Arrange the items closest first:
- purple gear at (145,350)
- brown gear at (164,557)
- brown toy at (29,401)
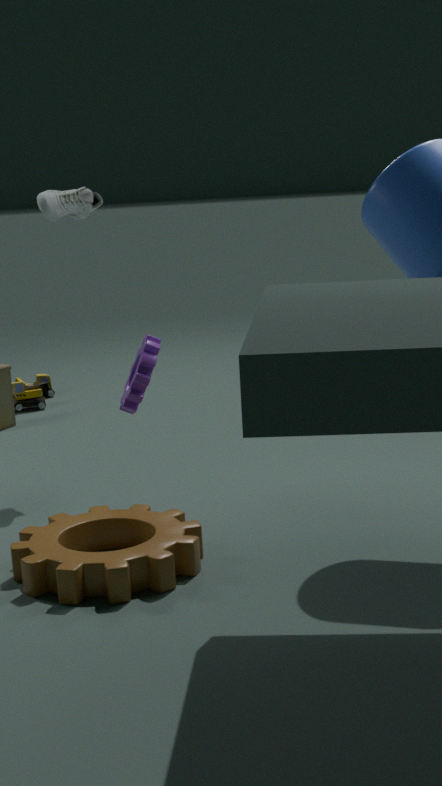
brown gear at (164,557), purple gear at (145,350), brown toy at (29,401)
